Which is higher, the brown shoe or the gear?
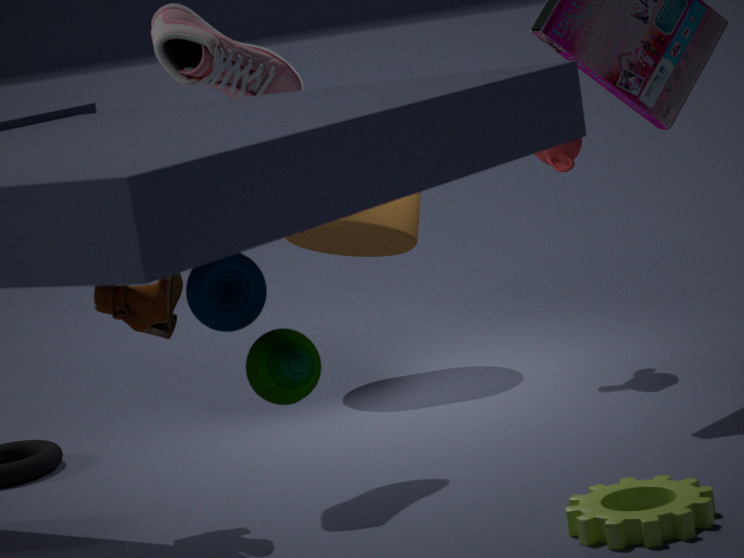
the brown shoe
